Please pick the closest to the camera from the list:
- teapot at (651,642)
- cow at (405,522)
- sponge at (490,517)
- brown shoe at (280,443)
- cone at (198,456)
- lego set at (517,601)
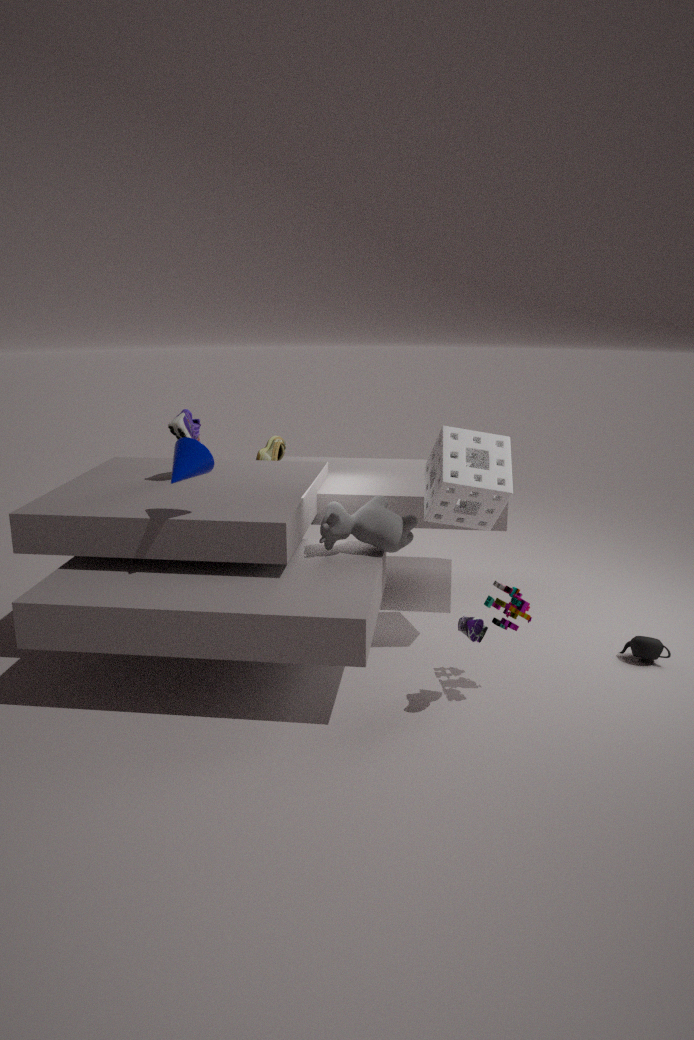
lego set at (517,601)
